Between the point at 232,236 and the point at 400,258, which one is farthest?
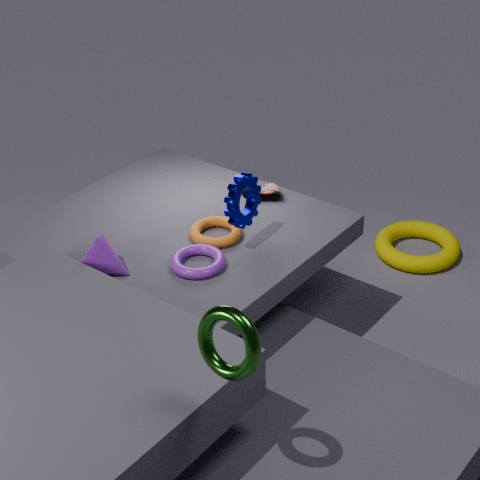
the point at 400,258
